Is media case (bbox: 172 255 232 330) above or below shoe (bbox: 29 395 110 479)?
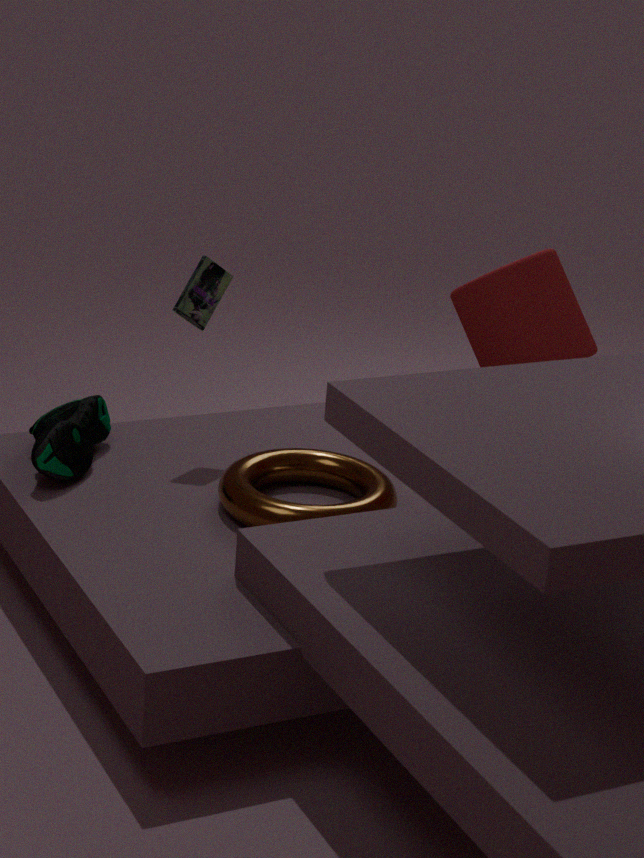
above
